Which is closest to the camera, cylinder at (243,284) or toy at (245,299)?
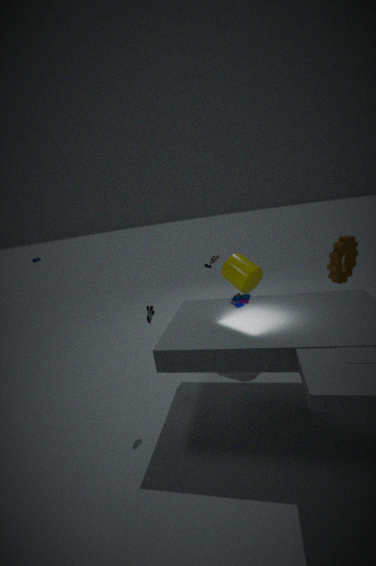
toy at (245,299)
